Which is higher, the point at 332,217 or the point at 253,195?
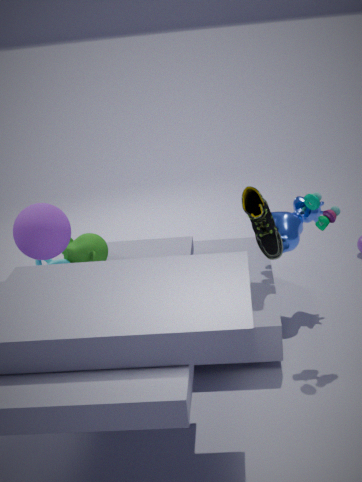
the point at 332,217
